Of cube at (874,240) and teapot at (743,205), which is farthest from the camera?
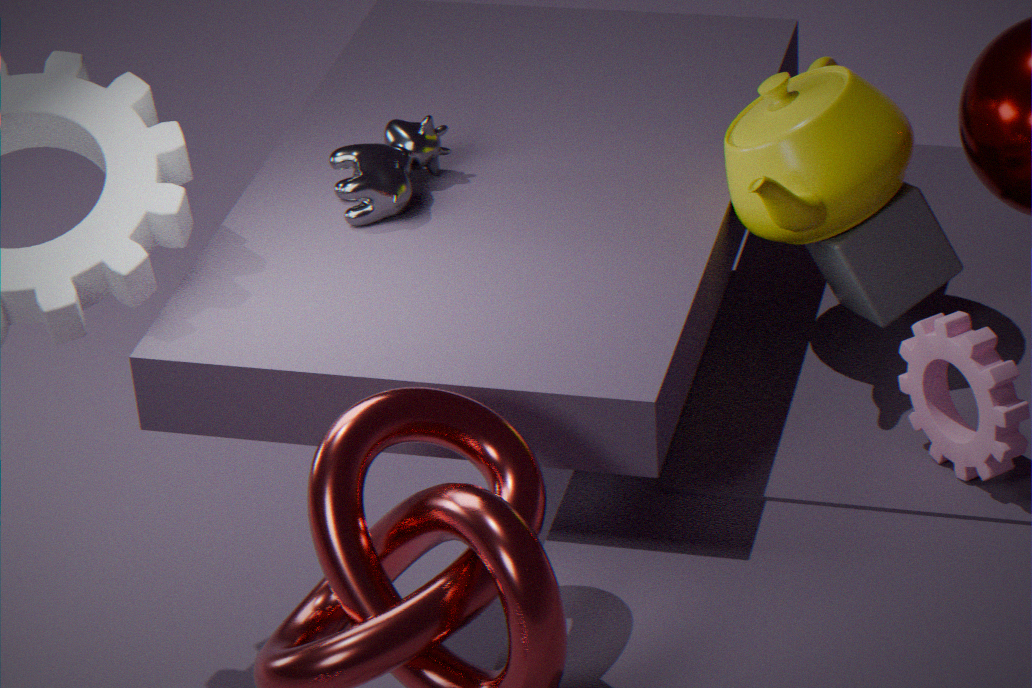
cube at (874,240)
